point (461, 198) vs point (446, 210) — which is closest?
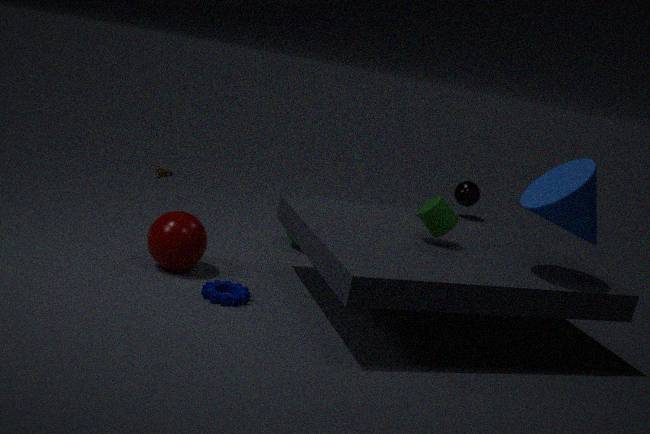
point (446, 210)
